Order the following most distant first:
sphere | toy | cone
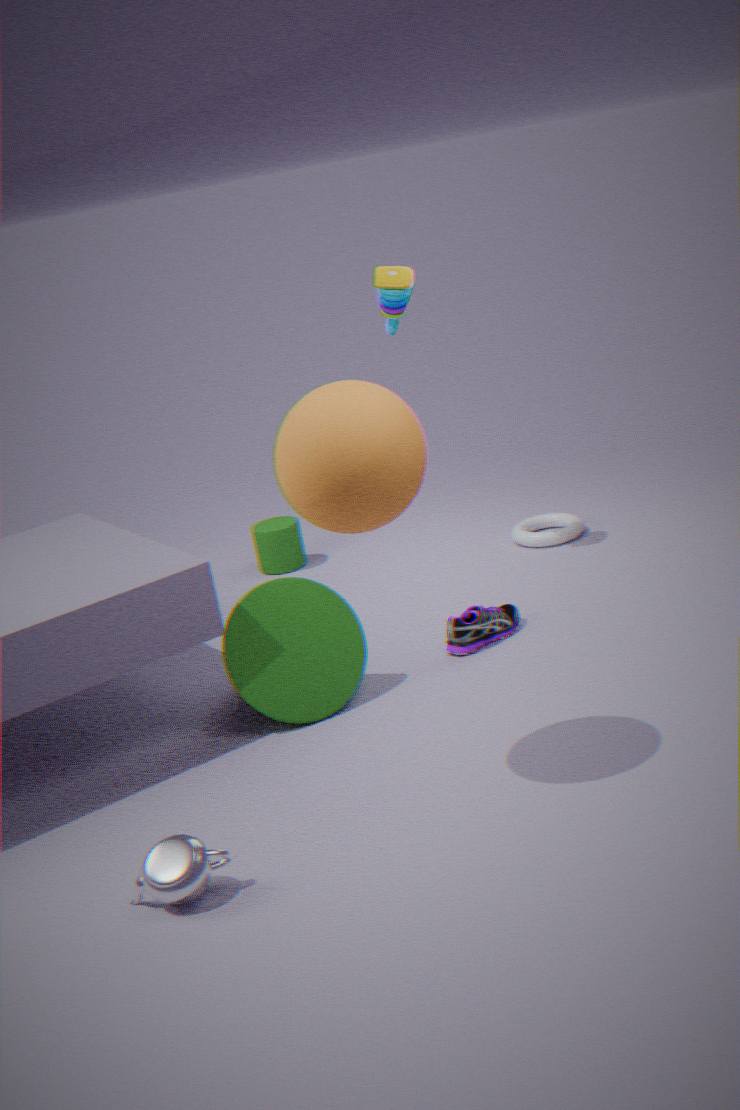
1. toy
2. cone
3. sphere
